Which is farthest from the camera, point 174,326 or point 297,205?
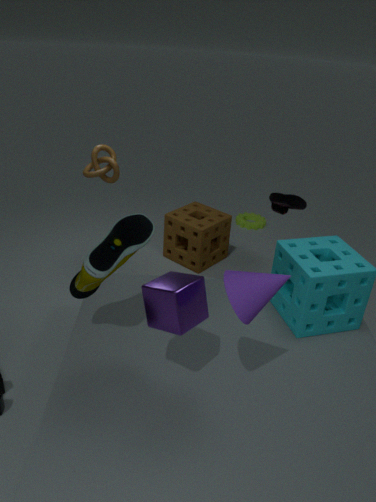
point 297,205
